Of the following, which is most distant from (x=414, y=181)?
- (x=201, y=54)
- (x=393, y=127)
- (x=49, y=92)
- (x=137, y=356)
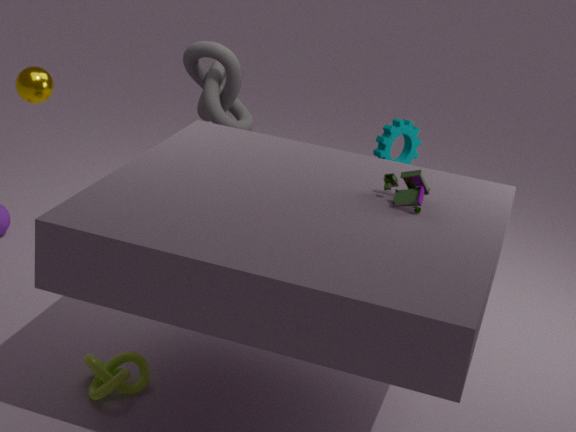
→ (x=49, y=92)
